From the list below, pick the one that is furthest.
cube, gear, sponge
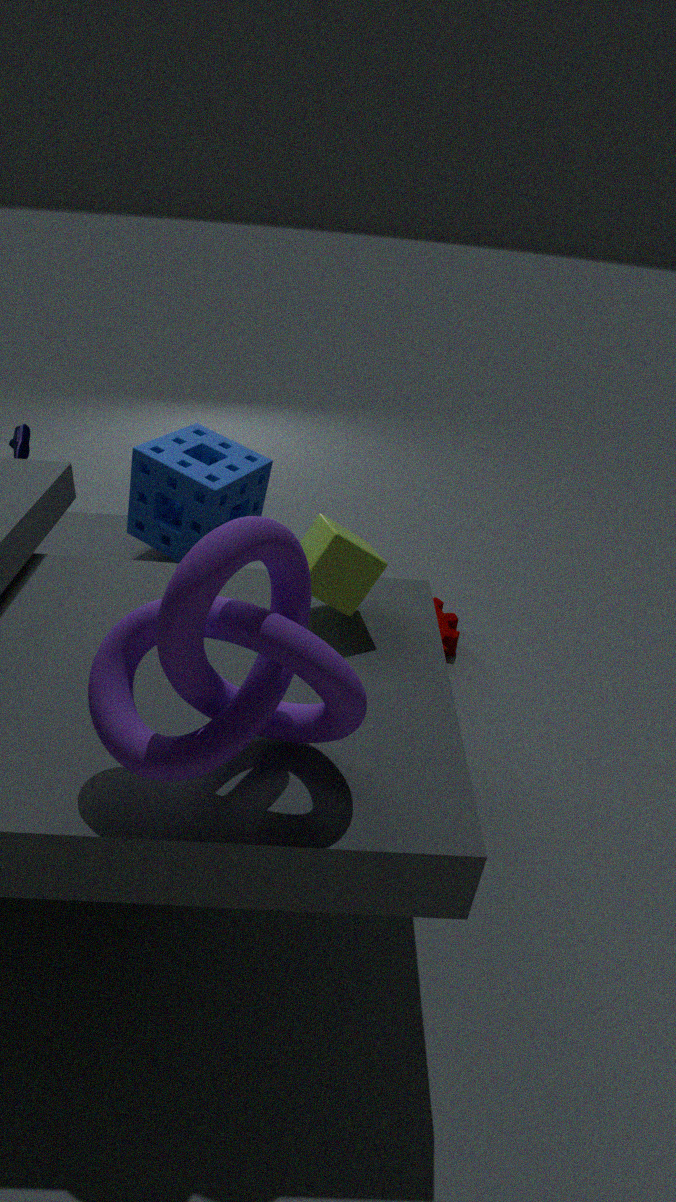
gear
